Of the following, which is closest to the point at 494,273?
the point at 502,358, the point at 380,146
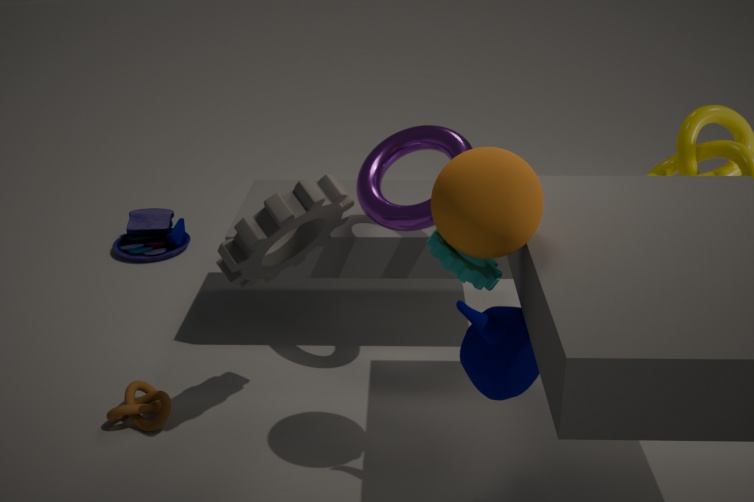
the point at 502,358
